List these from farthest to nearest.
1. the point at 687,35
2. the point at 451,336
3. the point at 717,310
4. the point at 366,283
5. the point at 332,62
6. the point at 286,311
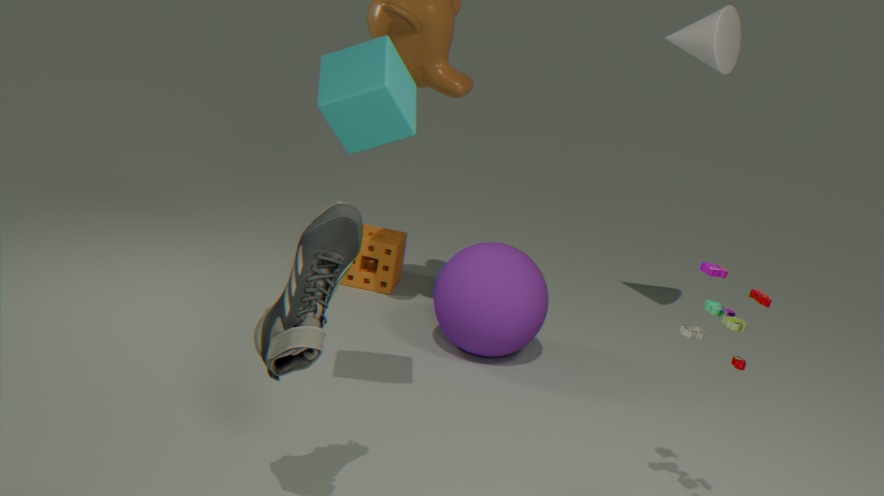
the point at 366,283 < the point at 687,35 < the point at 451,336 < the point at 332,62 < the point at 717,310 < the point at 286,311
